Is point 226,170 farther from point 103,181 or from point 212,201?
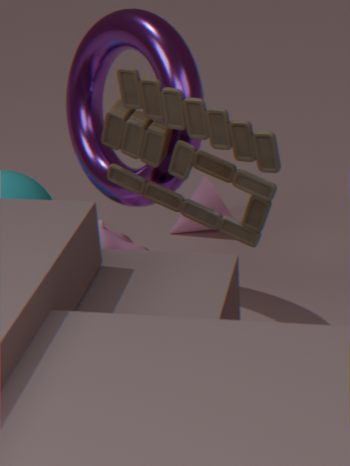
point 212,201
